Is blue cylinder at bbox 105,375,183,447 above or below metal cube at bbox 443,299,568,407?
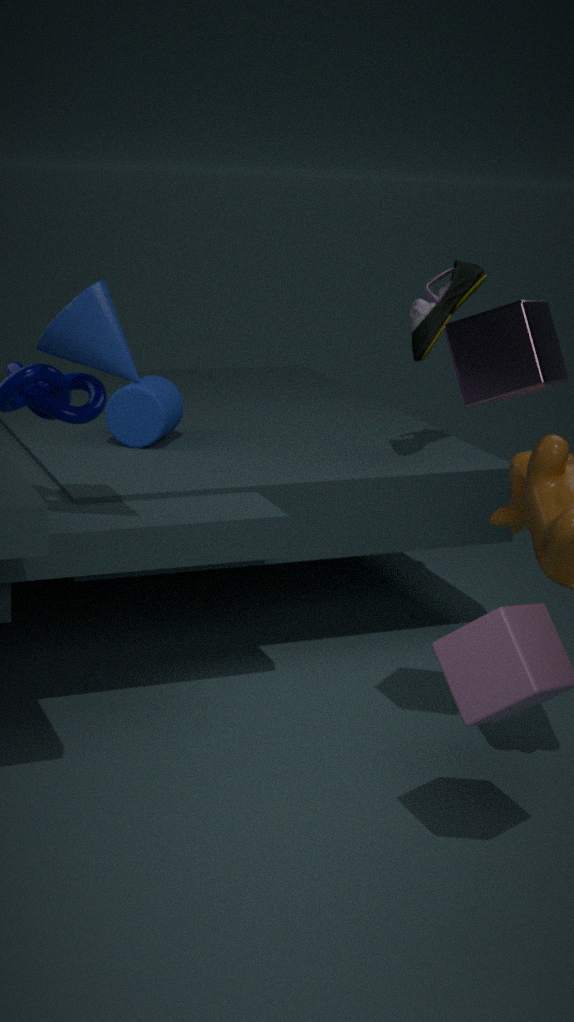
below
